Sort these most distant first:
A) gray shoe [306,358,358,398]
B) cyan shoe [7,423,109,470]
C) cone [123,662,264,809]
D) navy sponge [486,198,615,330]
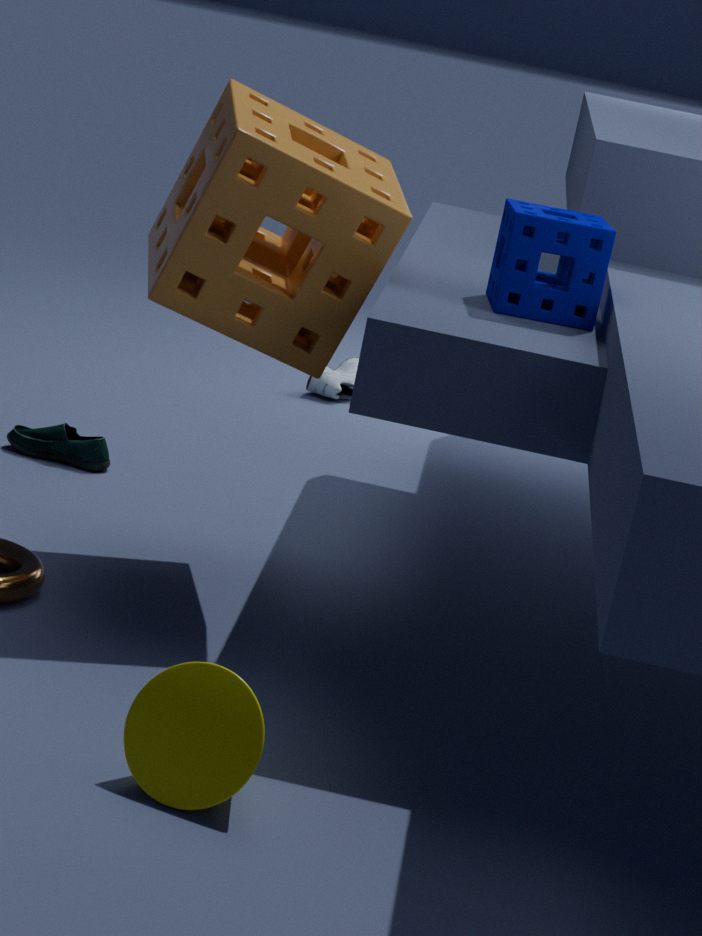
gray shoe [306,358,358,398] < cyan shoe [7,423,109,470] < navy sponge [486,198,615,330] < cone [123,662,264,809]
